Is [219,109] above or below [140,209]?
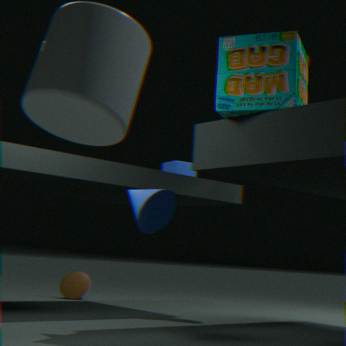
above
